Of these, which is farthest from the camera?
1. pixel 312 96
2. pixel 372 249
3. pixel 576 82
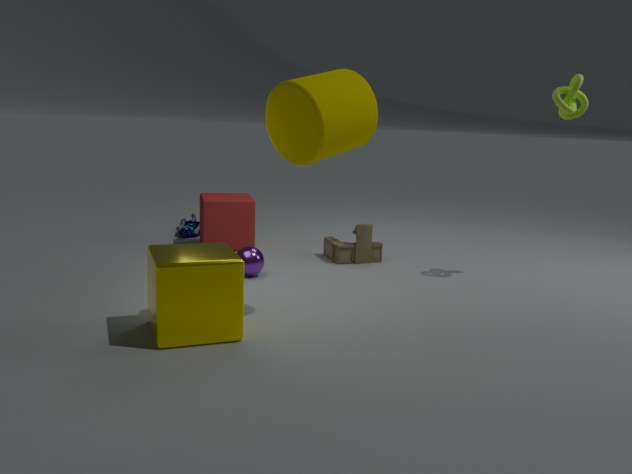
pixel 372 249
